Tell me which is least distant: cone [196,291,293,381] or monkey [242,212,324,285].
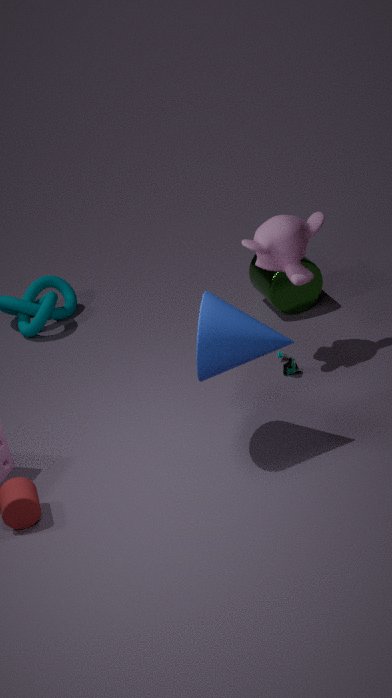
cone [196,291,293,381]
